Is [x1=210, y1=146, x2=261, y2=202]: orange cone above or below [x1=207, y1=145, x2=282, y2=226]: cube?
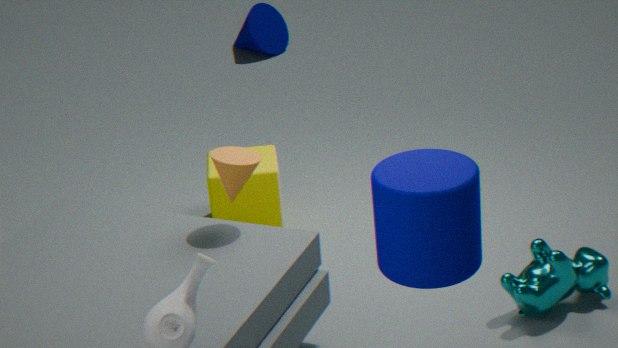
above
